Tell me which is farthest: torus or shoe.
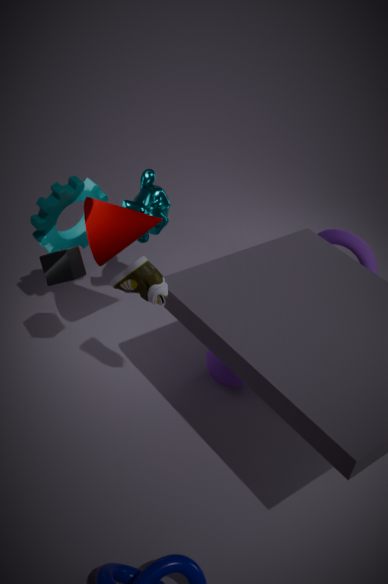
torus
